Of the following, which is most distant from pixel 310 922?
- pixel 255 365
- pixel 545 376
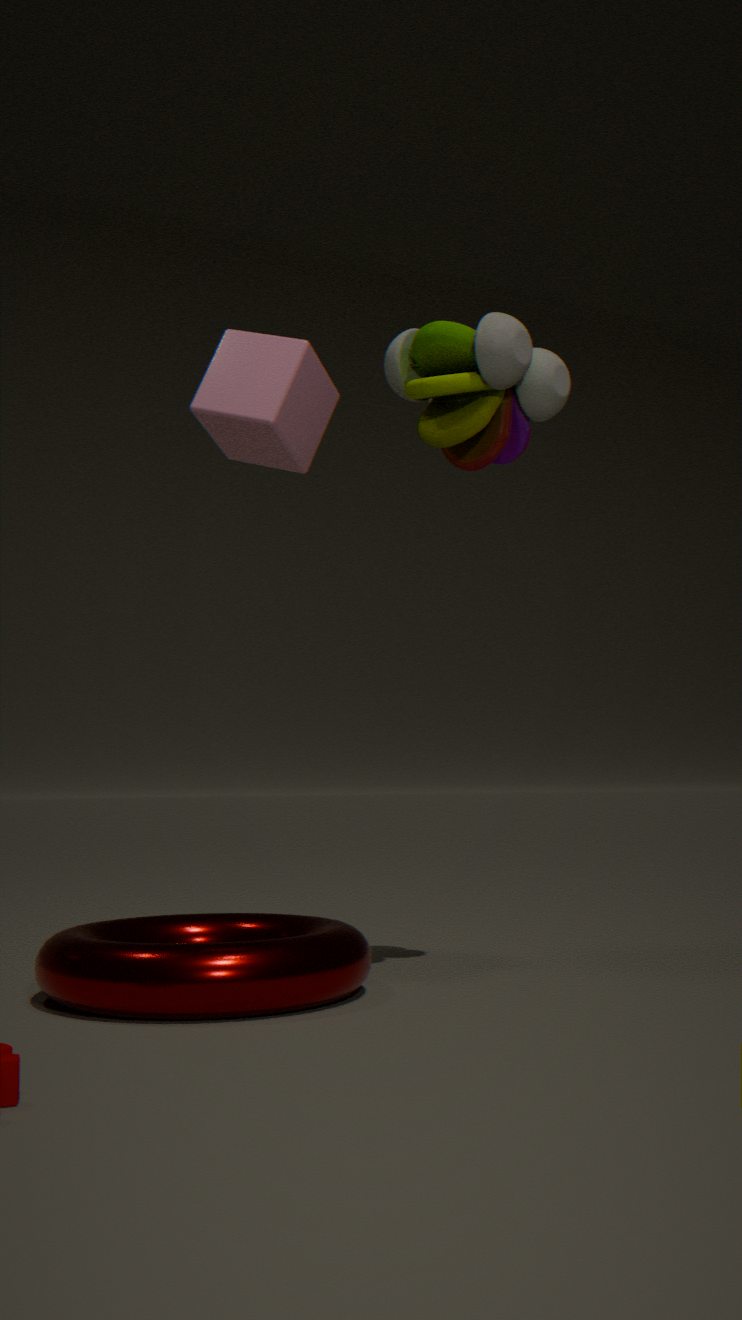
pixel 545 376
